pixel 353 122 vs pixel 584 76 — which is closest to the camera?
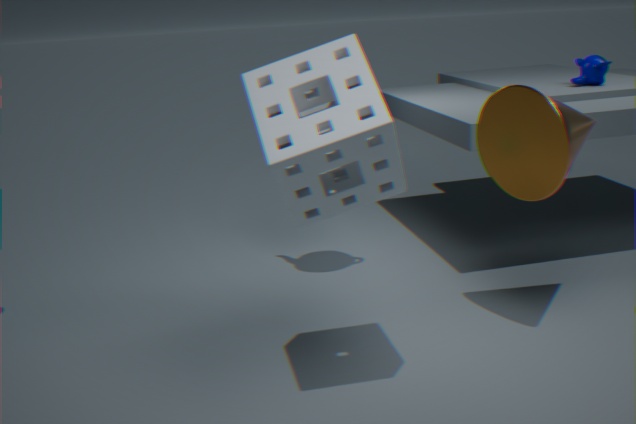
pixel 353 122
